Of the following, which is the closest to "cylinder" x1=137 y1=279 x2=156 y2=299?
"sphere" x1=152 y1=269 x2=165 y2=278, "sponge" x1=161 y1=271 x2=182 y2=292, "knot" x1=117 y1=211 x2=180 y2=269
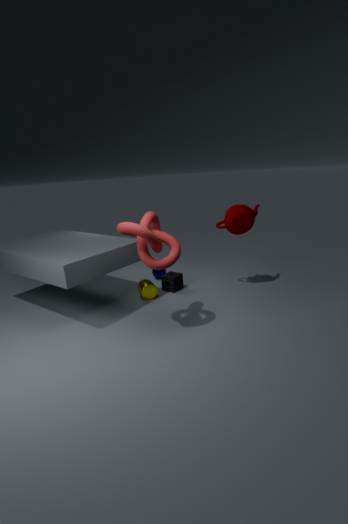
"sponge" x1=161 y1=271 x2=182 y2=292
